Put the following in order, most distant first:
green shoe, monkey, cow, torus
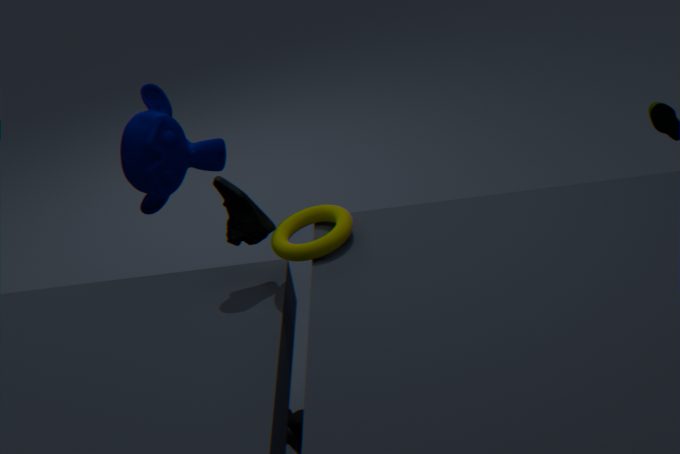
monkey < cow < green shoe < torus
